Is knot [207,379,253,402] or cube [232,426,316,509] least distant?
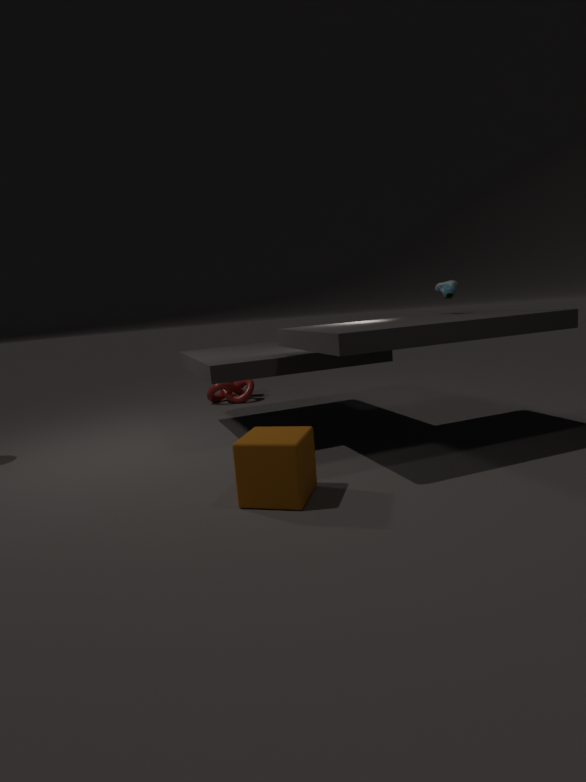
cube [232,426,316,509]
